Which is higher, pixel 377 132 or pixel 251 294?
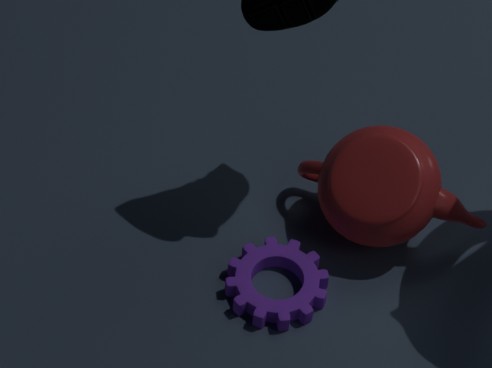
pixel 377 132
